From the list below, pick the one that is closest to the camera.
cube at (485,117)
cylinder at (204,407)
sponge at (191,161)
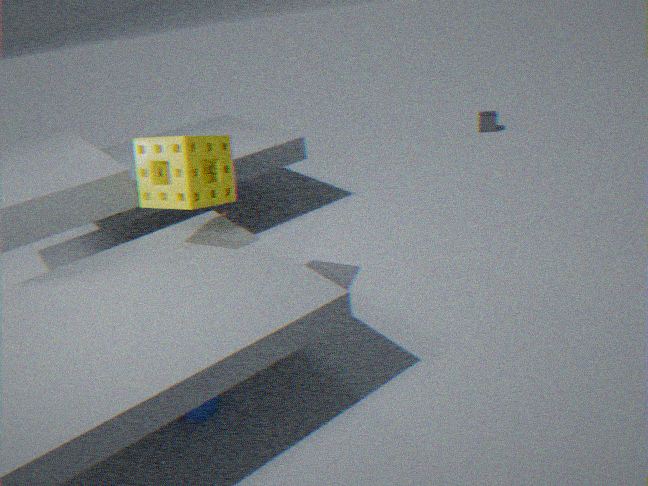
cylinder at (204,407)
